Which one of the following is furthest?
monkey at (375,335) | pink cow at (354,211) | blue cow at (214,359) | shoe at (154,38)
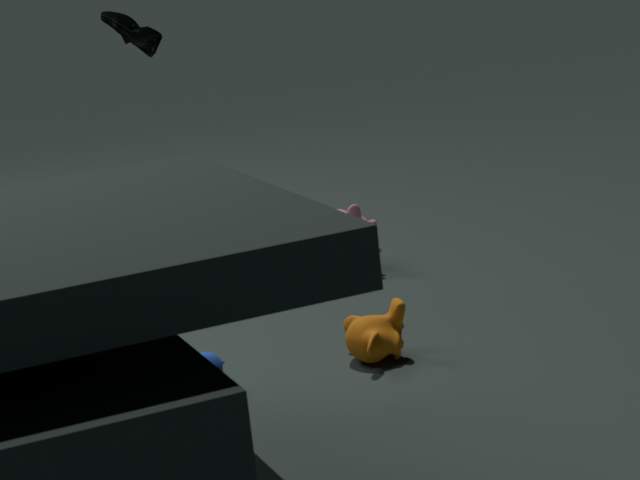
pink cow at (354,211)
